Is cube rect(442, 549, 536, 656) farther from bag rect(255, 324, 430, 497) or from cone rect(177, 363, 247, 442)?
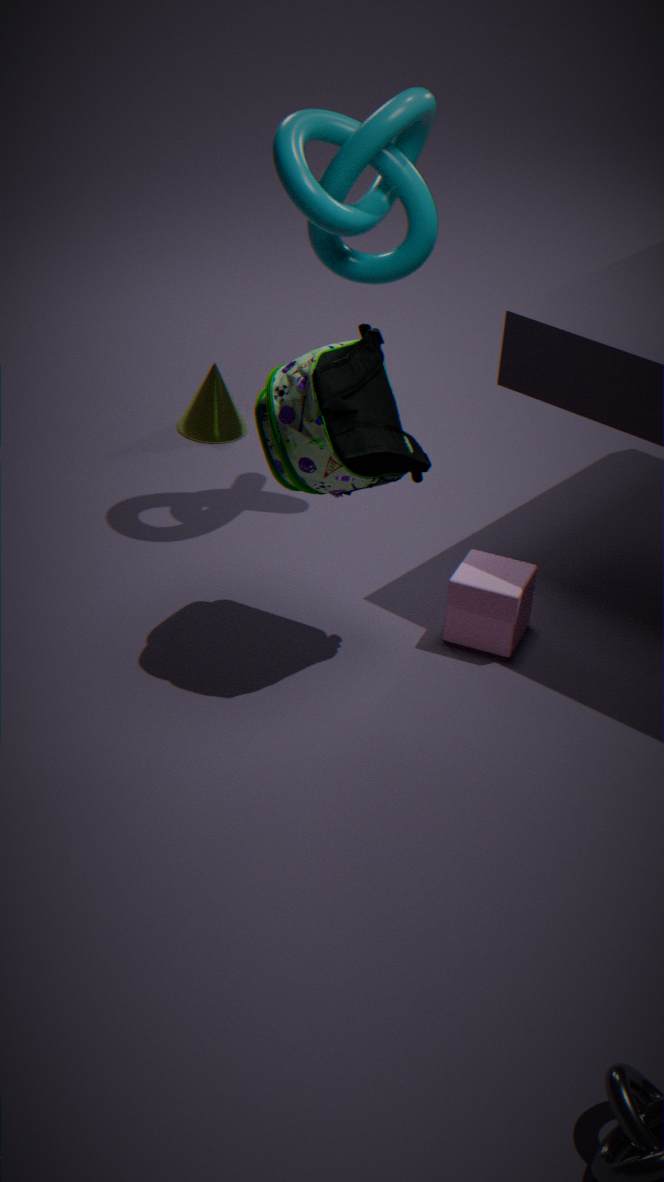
cone rect(177, 363, 247, 442)
